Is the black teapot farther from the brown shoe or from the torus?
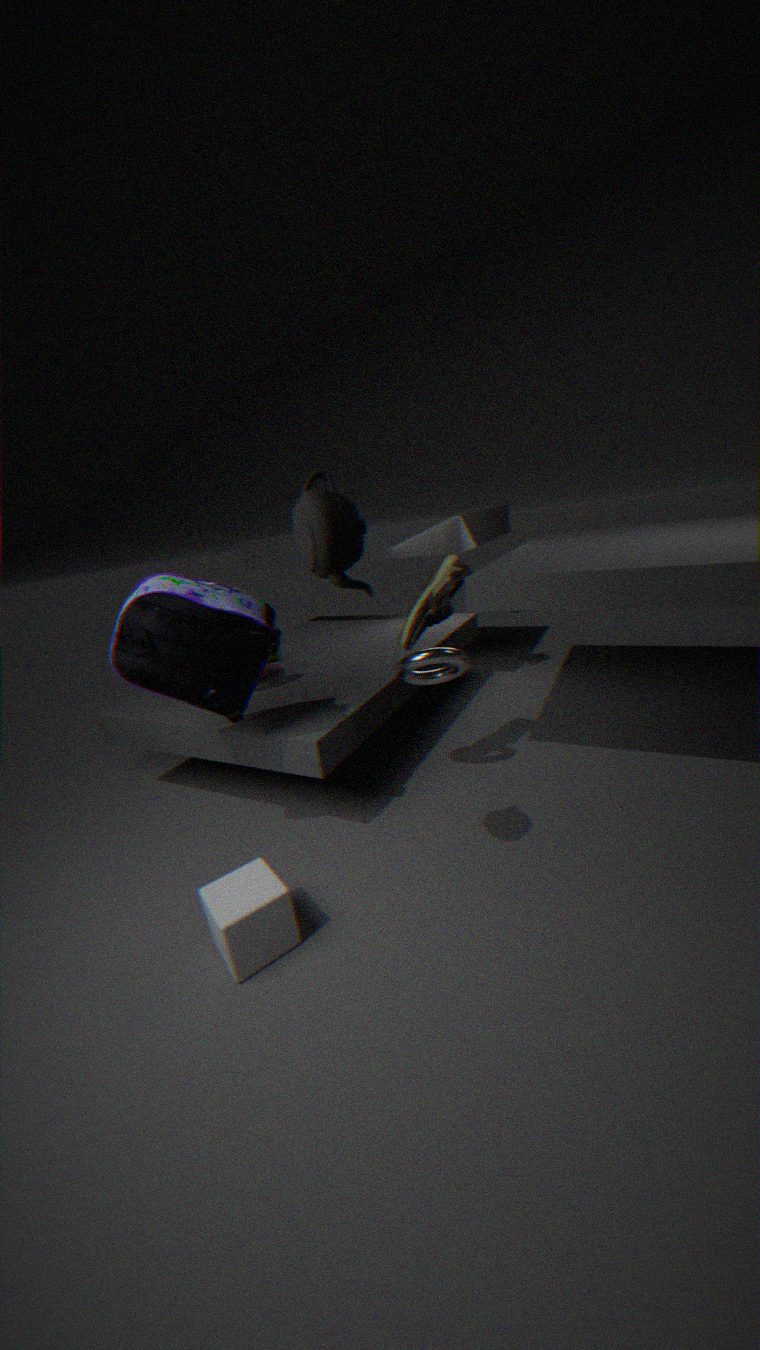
the torus
